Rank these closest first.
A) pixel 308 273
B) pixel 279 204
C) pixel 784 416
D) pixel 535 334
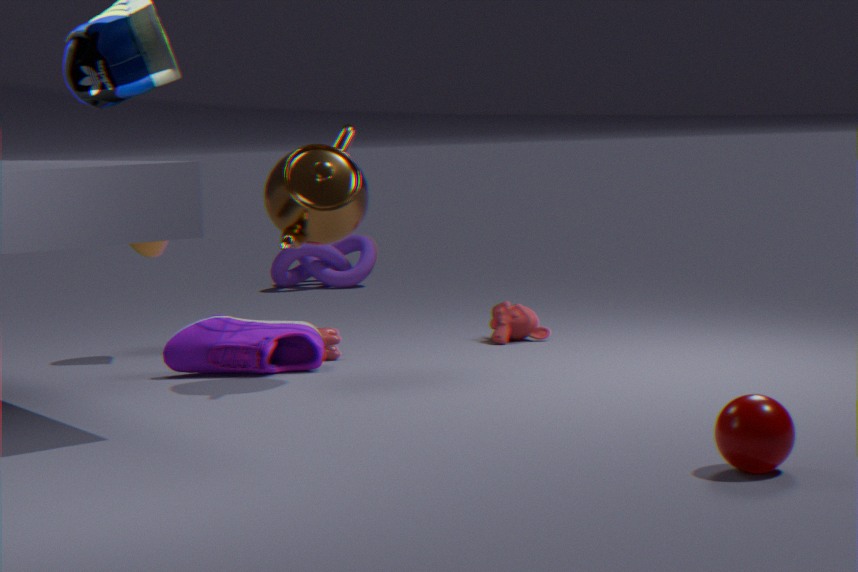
1. pixel 784 416
2. pixel 279 204
3. pixel 535 334
4. pixel 308 273
